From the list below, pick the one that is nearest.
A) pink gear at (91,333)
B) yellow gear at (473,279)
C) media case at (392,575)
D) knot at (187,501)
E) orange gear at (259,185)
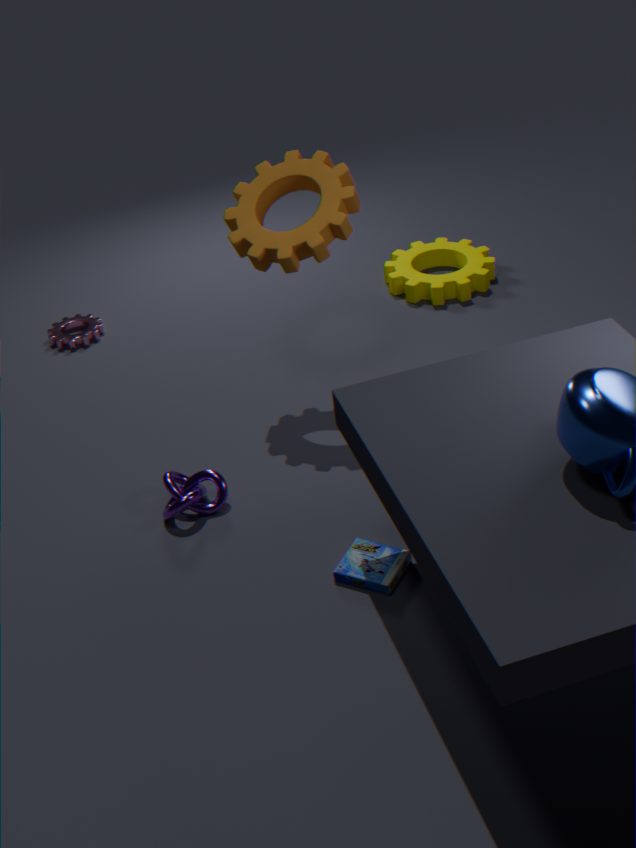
media case at (392,575)
